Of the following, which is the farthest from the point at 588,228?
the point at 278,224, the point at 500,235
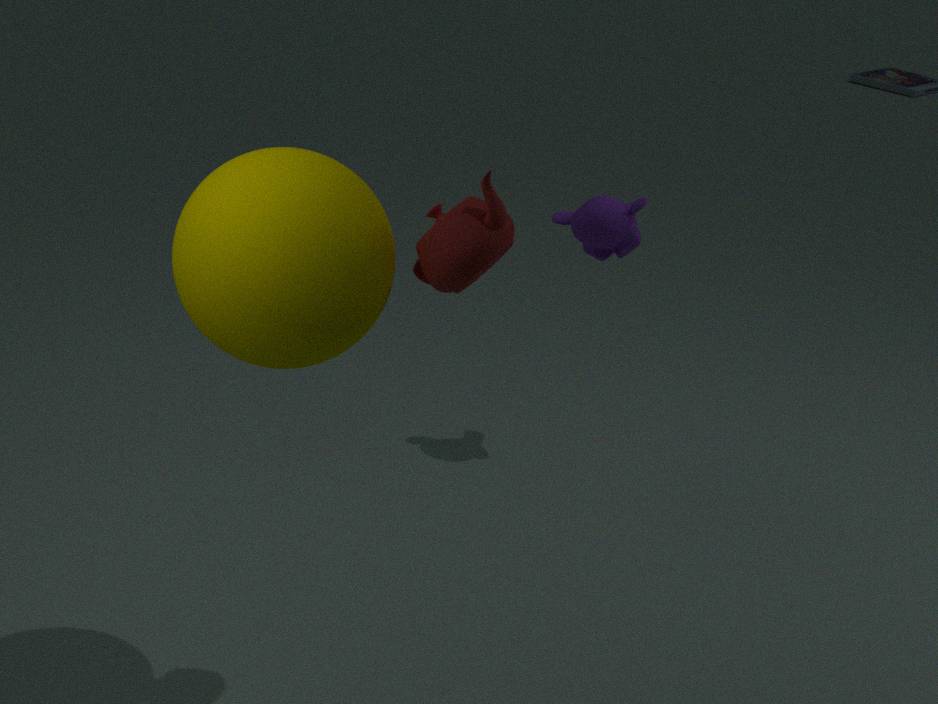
the point at 278,224
